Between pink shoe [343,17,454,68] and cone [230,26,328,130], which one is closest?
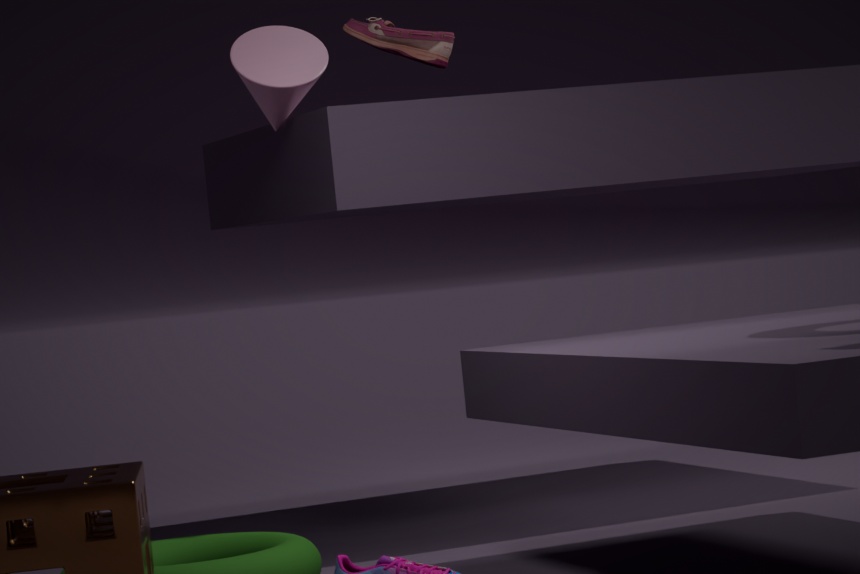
cone [230,26,328,130]
